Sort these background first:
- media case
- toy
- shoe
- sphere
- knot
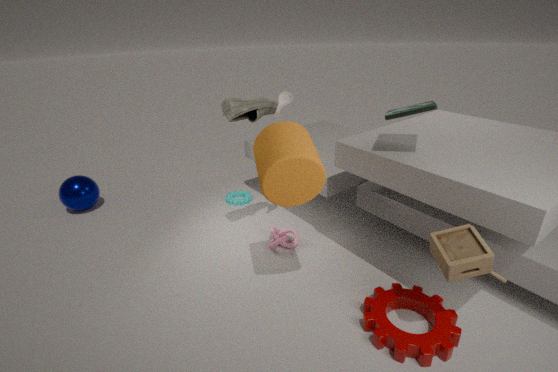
sphere
knot
shoe
media case
toy
